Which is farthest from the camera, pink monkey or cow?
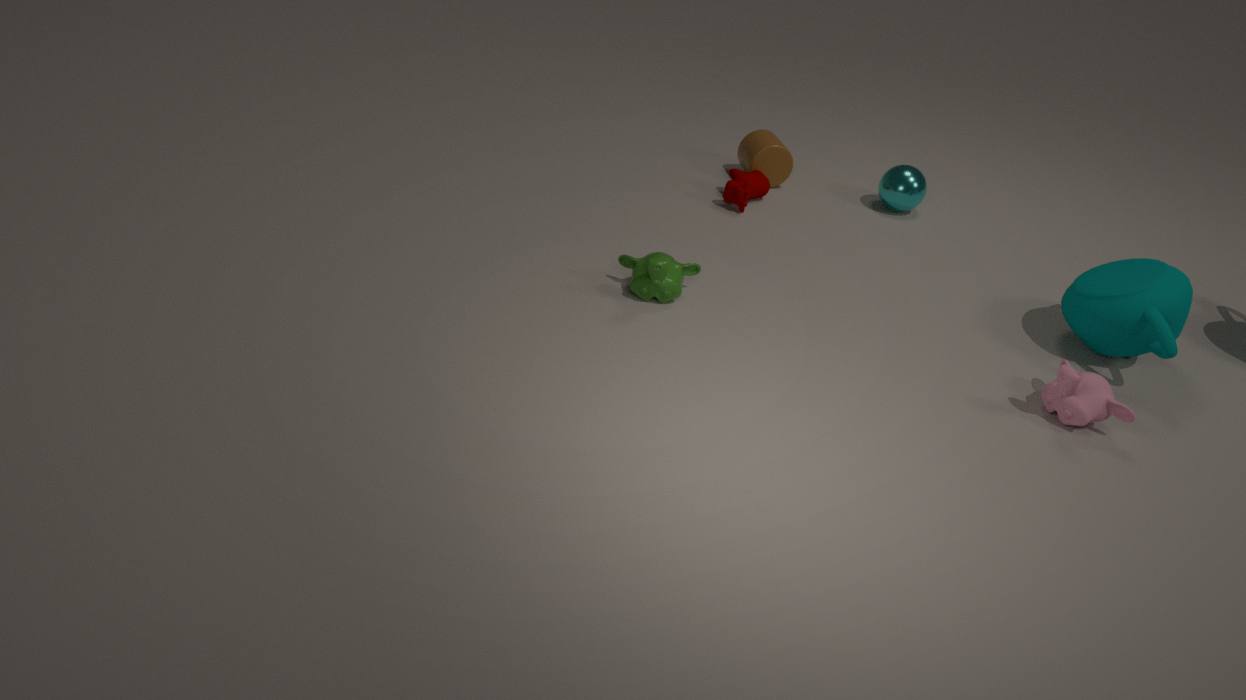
cow
